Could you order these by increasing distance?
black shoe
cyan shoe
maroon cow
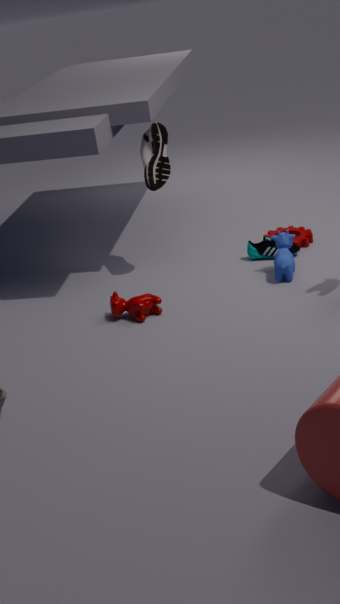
maroon cow < black shoe < cyan shoe
